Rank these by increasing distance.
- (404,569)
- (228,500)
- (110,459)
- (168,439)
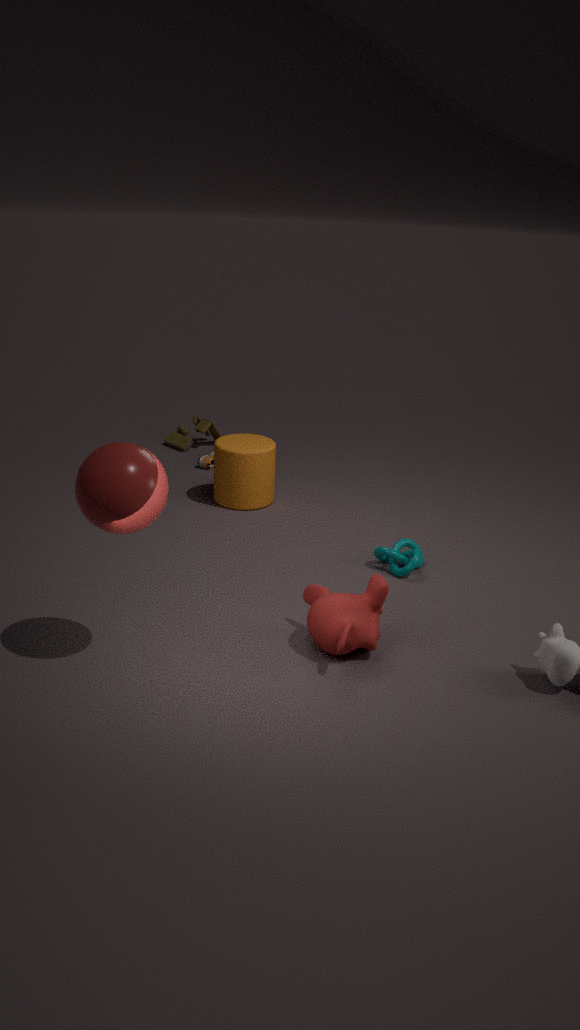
1. (110,459)
2. (404,569)
3. (228,500)
4. (168,439)
